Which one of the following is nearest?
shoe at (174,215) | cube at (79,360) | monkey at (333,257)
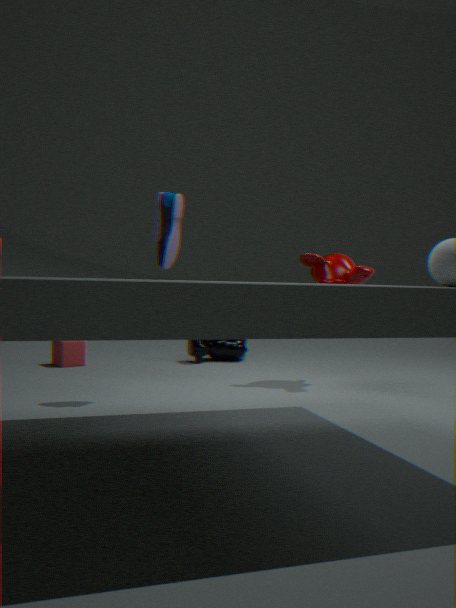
shoe at (174,215)
